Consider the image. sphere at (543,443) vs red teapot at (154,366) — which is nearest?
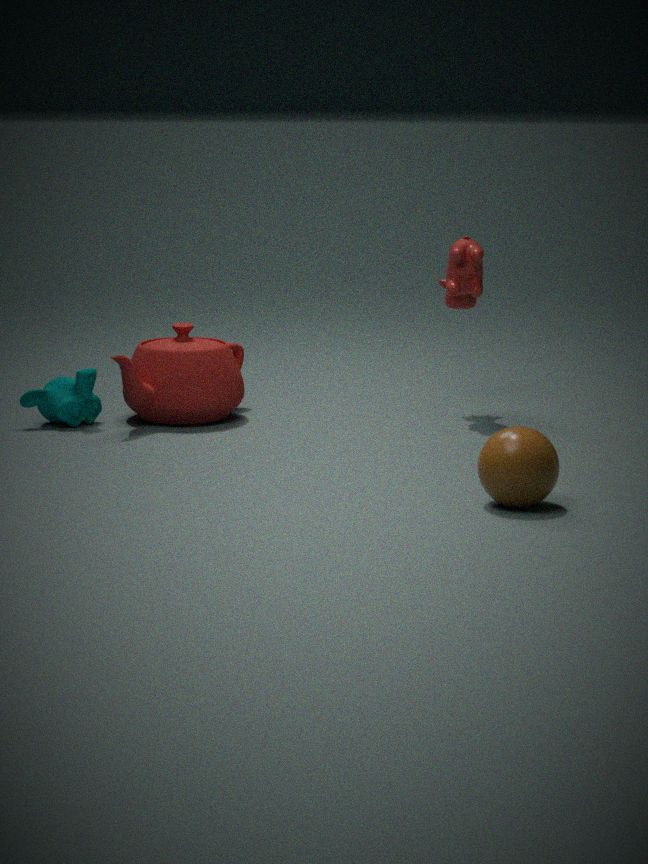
sphere at (543,443)
